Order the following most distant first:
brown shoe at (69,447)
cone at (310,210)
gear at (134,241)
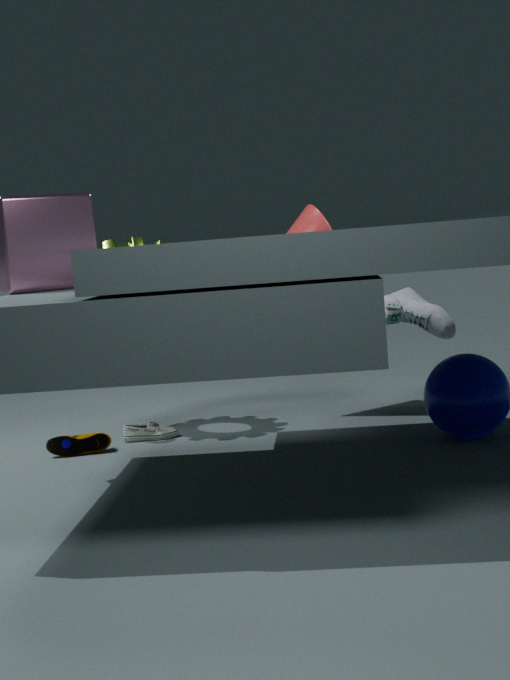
cone at (310,210)
gear at (134,241)
brown shoe at (69,447)
